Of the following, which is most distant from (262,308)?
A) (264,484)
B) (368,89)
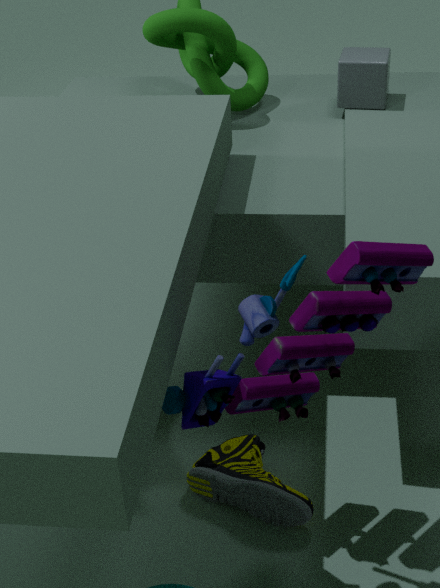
(368,89)
